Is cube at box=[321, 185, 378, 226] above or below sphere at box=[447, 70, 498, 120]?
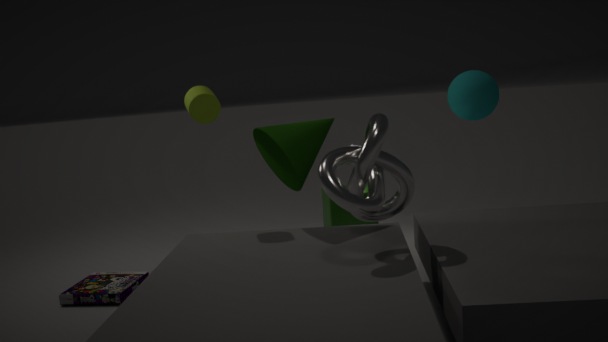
below
